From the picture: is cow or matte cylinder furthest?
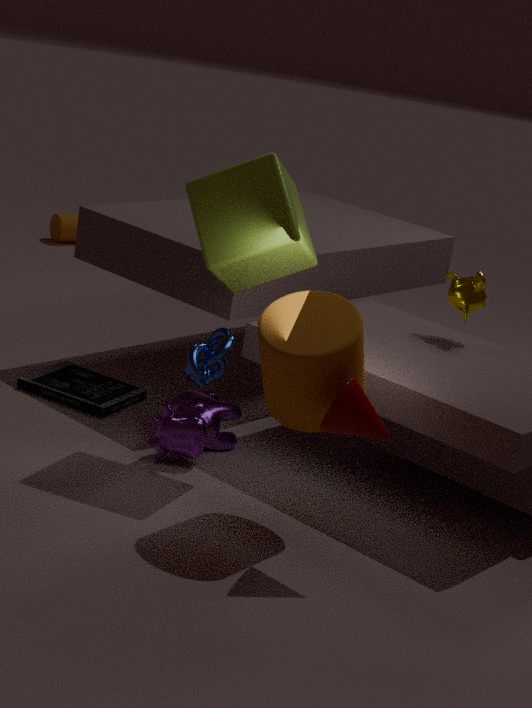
cow
